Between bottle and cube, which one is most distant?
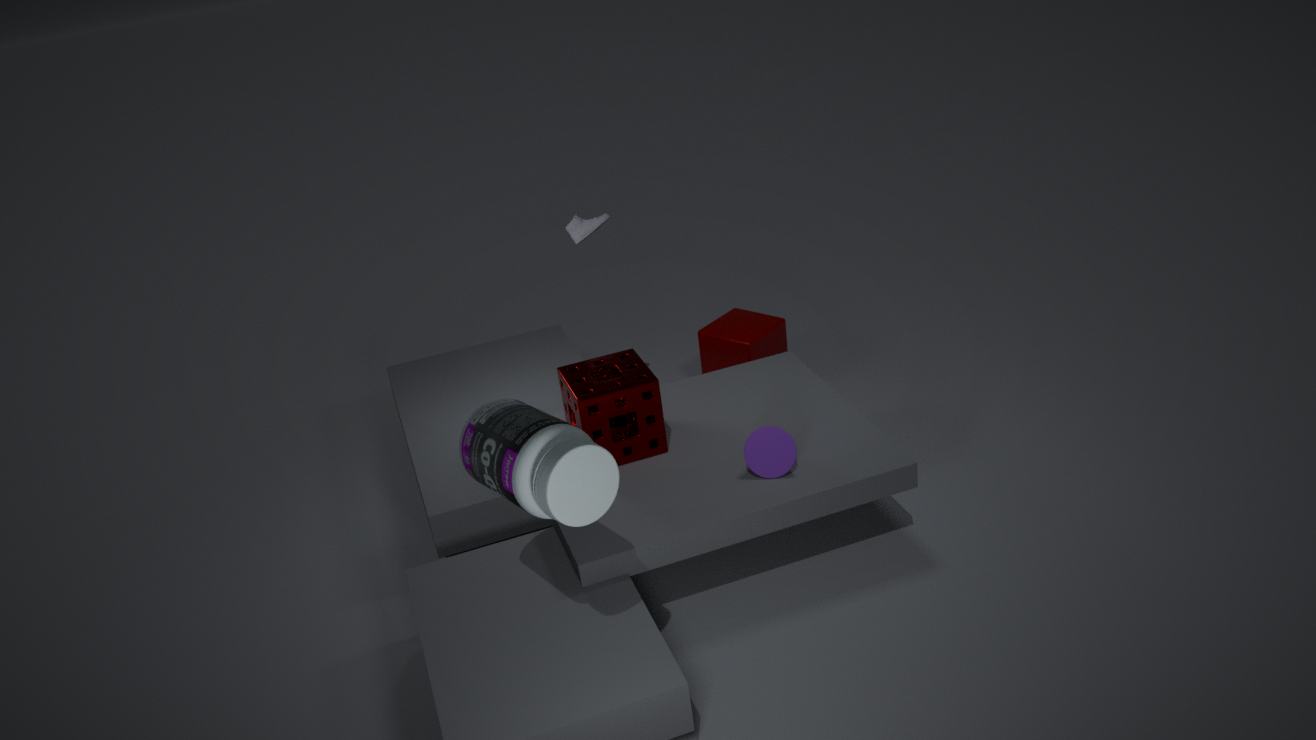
cube
